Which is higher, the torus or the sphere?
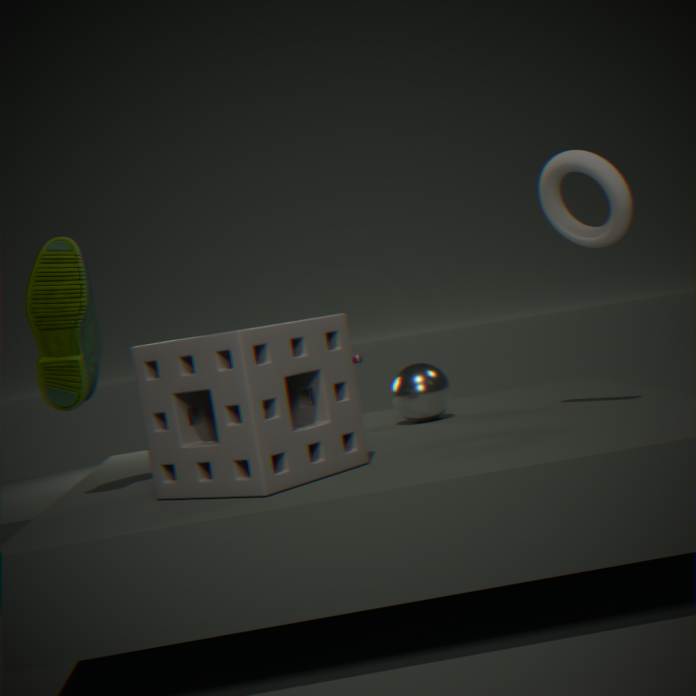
the torus
